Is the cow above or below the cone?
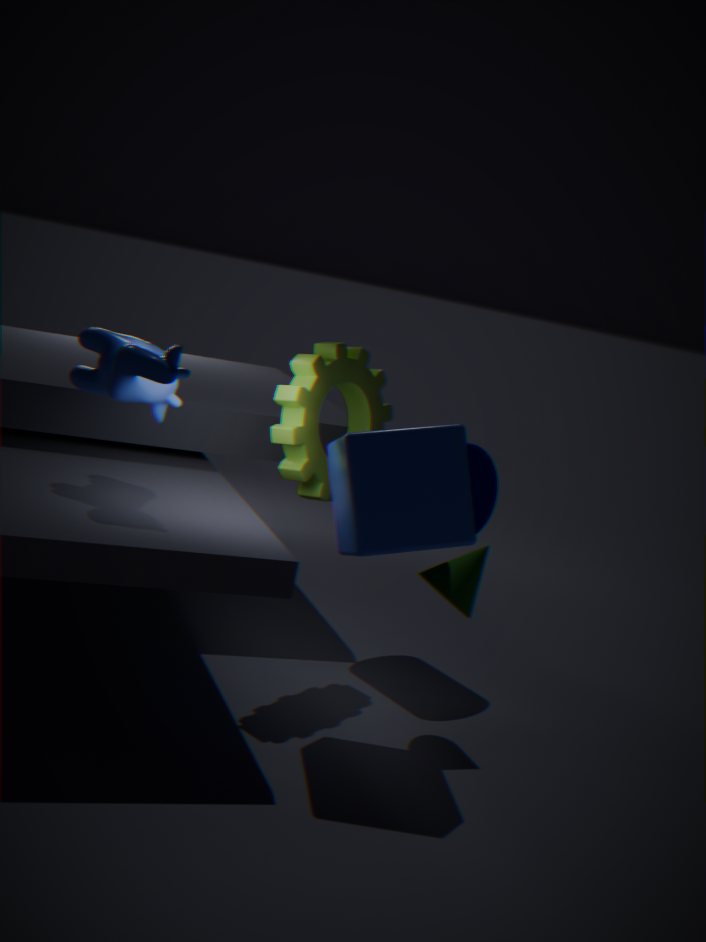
above
